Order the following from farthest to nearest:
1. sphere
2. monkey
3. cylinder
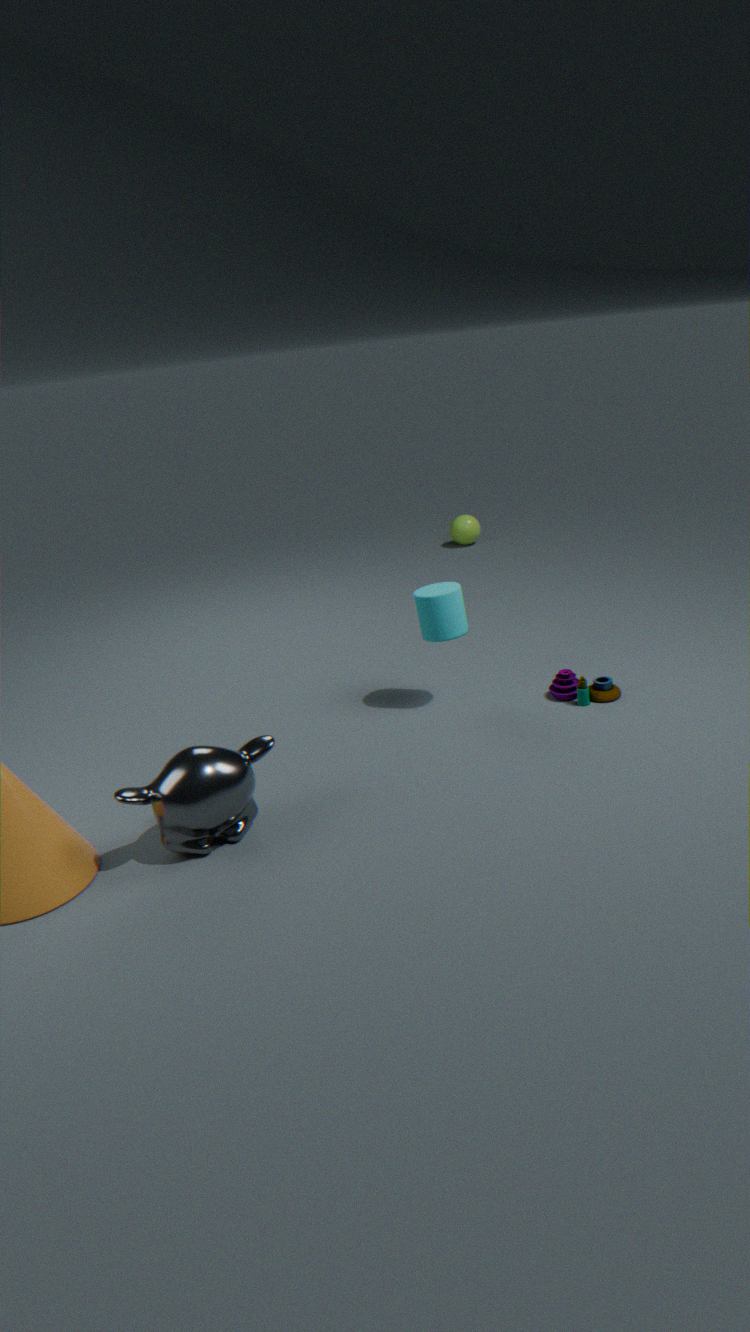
sphere
cylinder
monkey
